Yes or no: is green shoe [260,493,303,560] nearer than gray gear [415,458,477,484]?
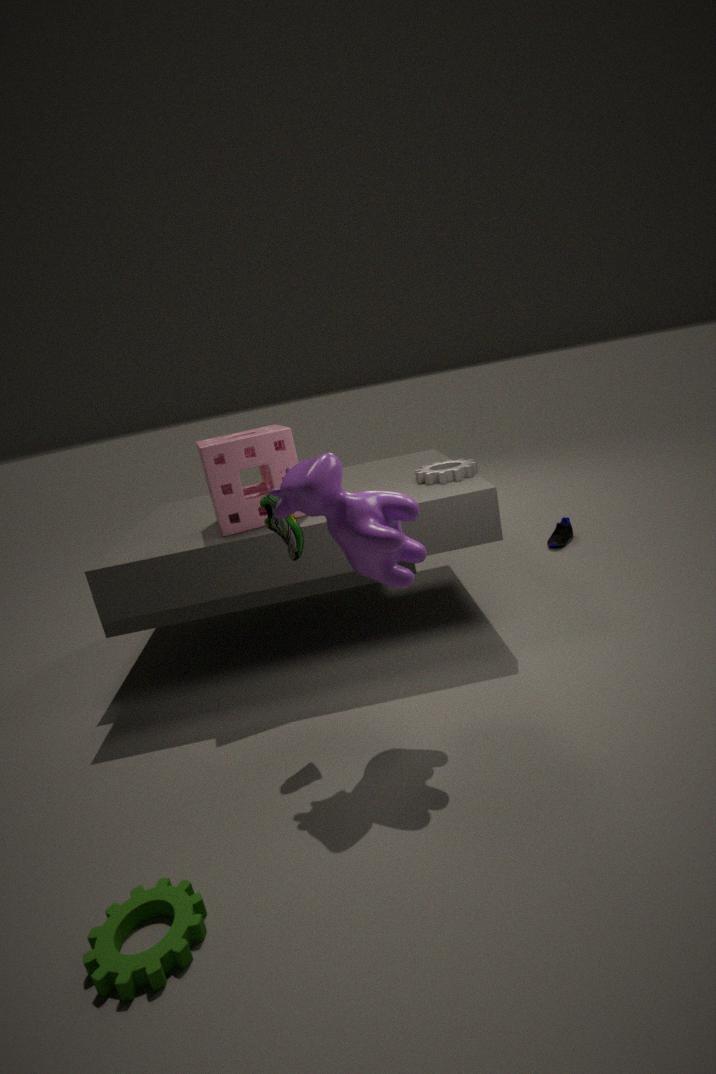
Yes
